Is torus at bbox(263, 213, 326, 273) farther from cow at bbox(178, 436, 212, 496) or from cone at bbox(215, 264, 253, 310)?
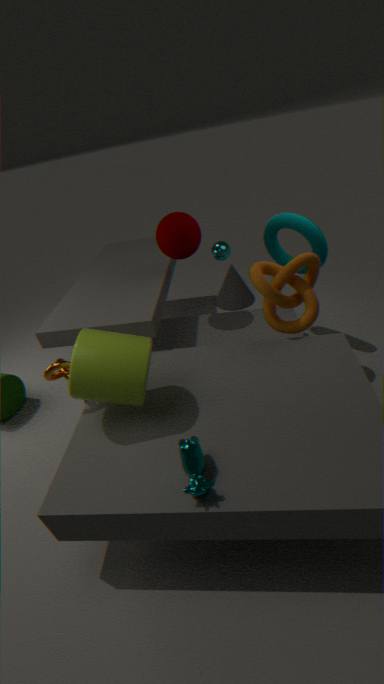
cow at bbox(178, 436, 212, 496)
